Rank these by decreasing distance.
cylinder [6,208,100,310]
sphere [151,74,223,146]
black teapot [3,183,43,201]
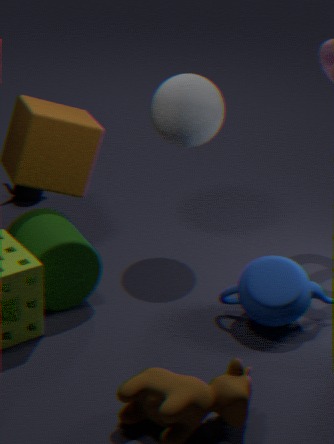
black teapot [3,183,43,201] → sphere [151,74,223,146] → cylinder [6,208,100,310]
